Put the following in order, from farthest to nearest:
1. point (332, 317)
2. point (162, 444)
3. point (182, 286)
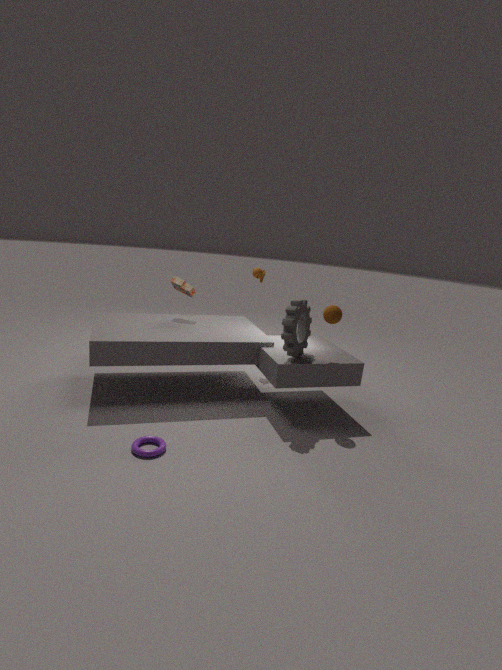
point (182, 286) < point (332, 317) < point (162, 444)
